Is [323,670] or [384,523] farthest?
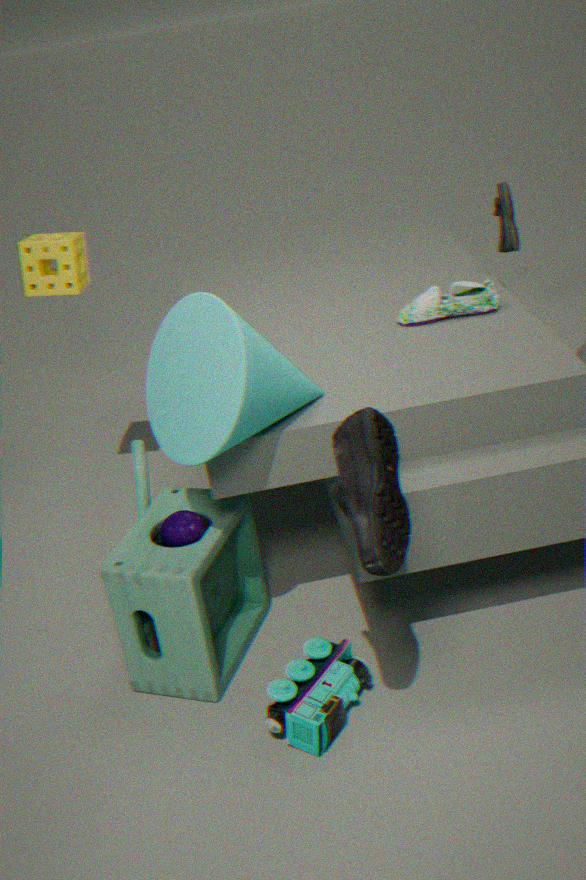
[323,670]
